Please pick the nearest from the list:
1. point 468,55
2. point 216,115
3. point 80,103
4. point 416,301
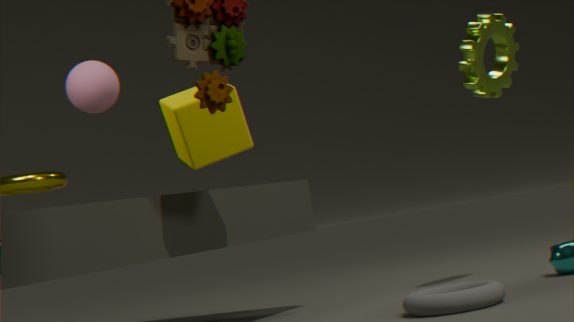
point 416,301
